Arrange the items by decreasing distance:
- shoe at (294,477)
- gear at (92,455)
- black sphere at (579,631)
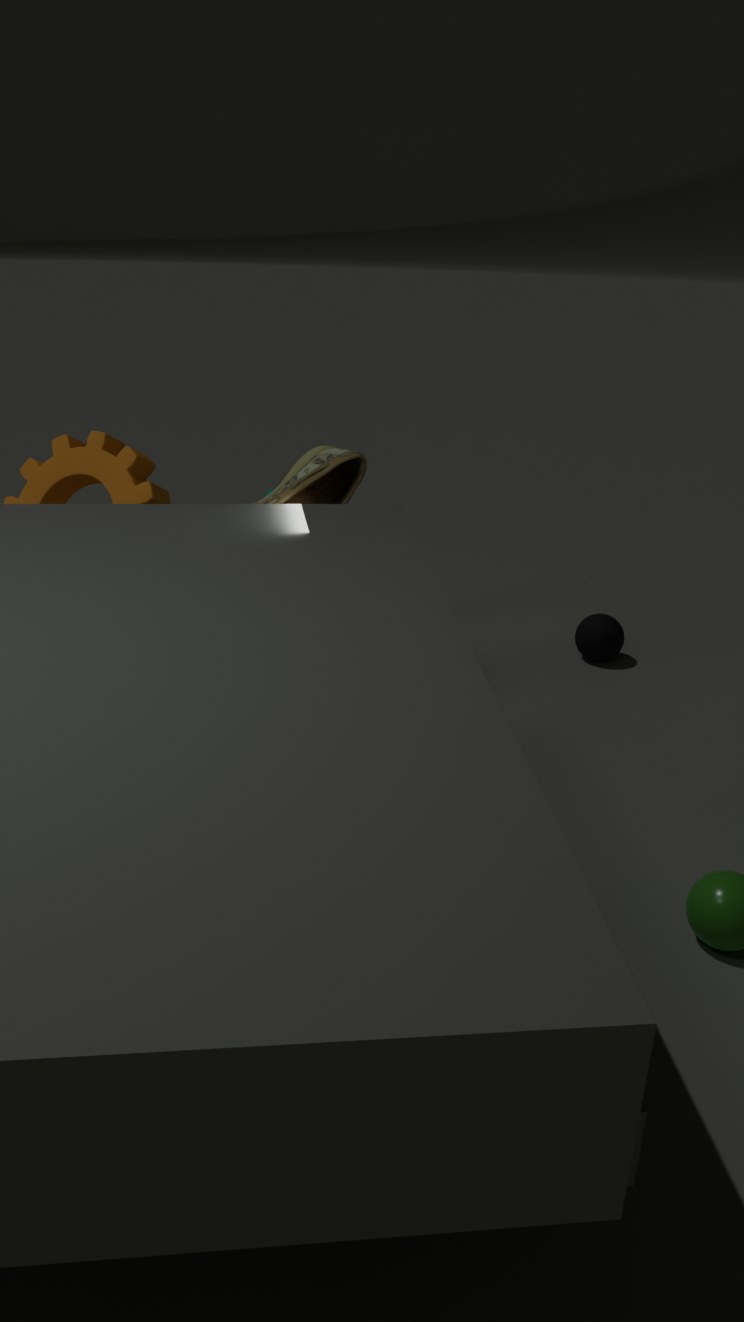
black sphere at (579,631), gear at (92,455), shoe at (294,477)
